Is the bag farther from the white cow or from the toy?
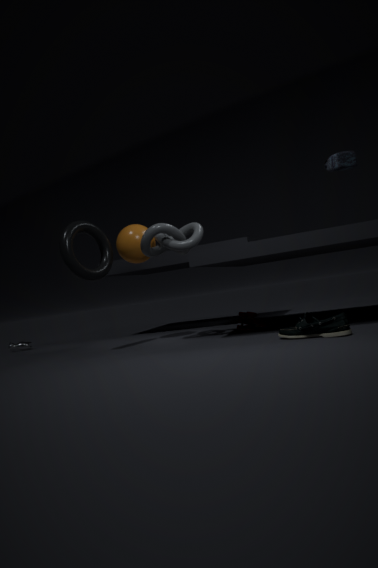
the white cow
